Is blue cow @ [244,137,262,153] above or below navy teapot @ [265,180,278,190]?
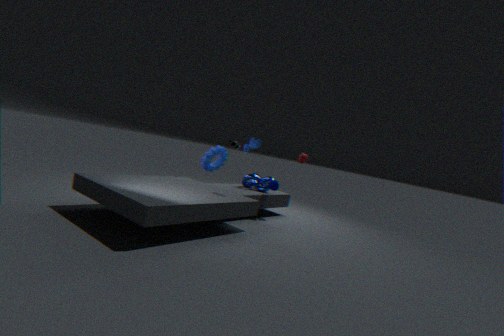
above
